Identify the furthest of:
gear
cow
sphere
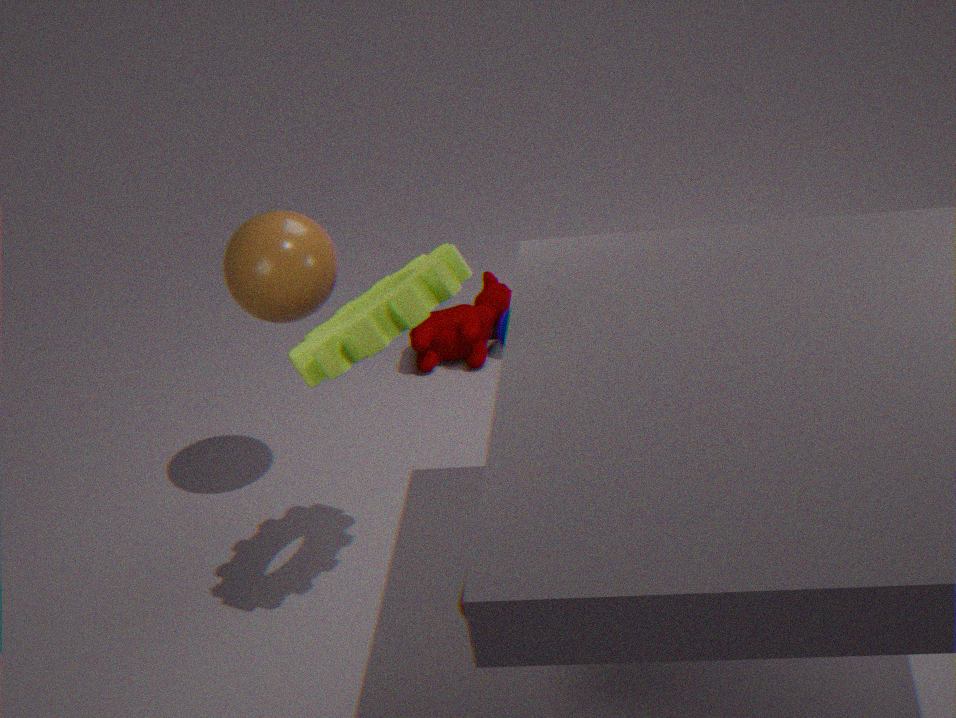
cow
